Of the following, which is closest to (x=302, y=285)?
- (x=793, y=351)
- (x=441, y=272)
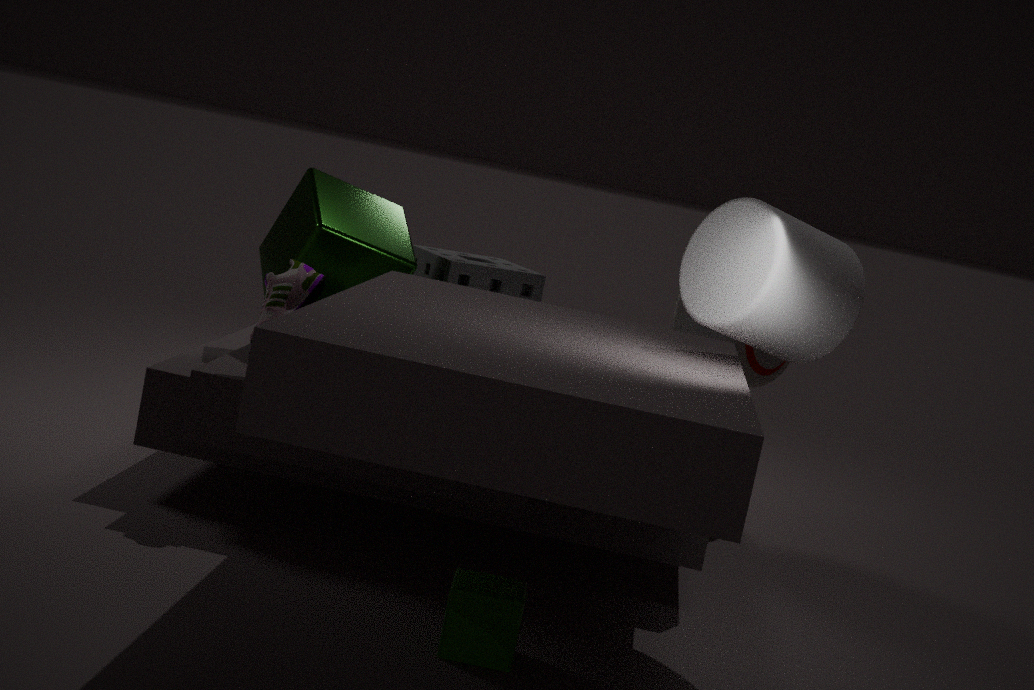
(x=441, y=272)
